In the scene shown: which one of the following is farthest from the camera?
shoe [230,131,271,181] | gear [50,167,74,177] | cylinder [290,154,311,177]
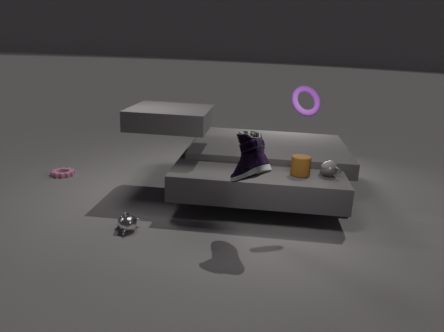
gear [50,167,74,177]
